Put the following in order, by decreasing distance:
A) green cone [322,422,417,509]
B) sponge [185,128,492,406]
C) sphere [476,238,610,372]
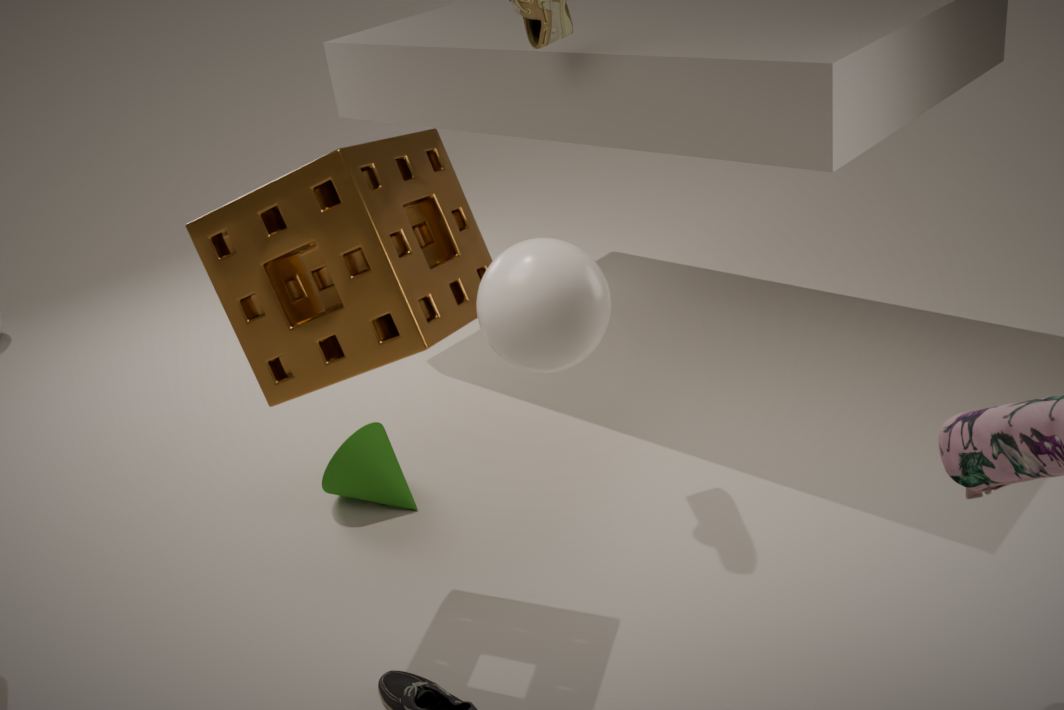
green cone [322,422,417,509] → sponge [185,128,492,406] → sphere [476,238,610,372]
